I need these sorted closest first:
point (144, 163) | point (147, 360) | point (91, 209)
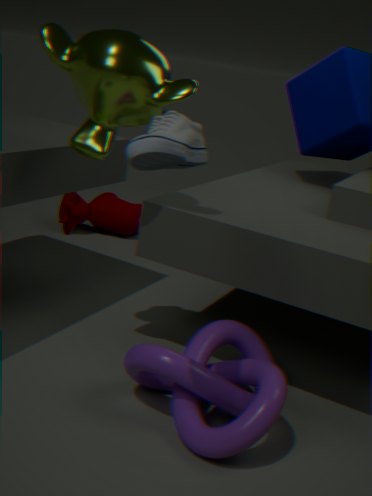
point (144, 163) < point (147, 360) < point (91, 209)
